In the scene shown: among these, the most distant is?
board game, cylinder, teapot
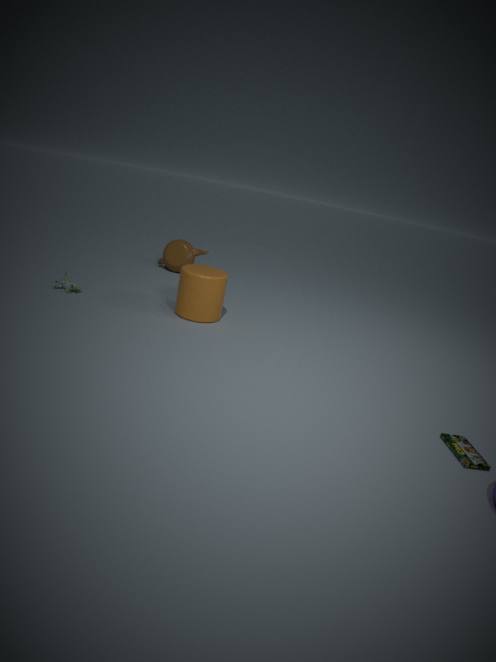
teapot
